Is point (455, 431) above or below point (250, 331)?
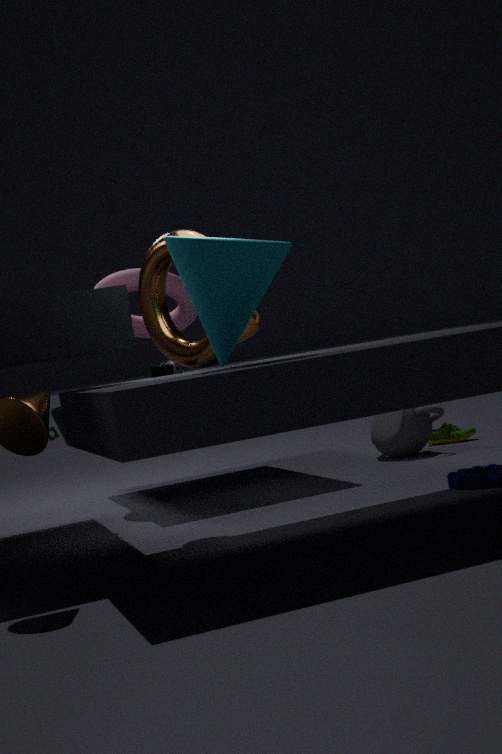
below
